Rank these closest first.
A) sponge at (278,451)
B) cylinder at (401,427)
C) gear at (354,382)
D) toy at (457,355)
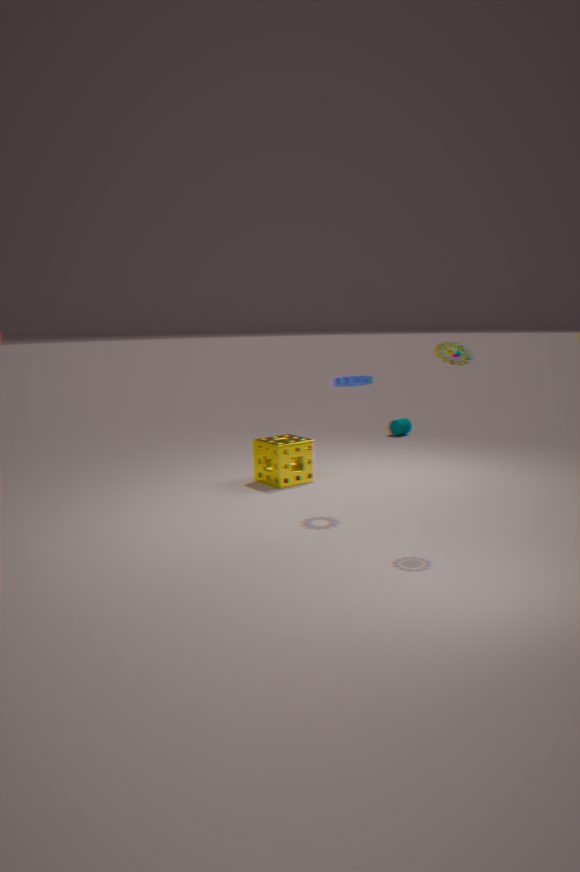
toy at (457,355)
gear at (354,382)
sponge at (278,451)
cylinder at (401,427)
